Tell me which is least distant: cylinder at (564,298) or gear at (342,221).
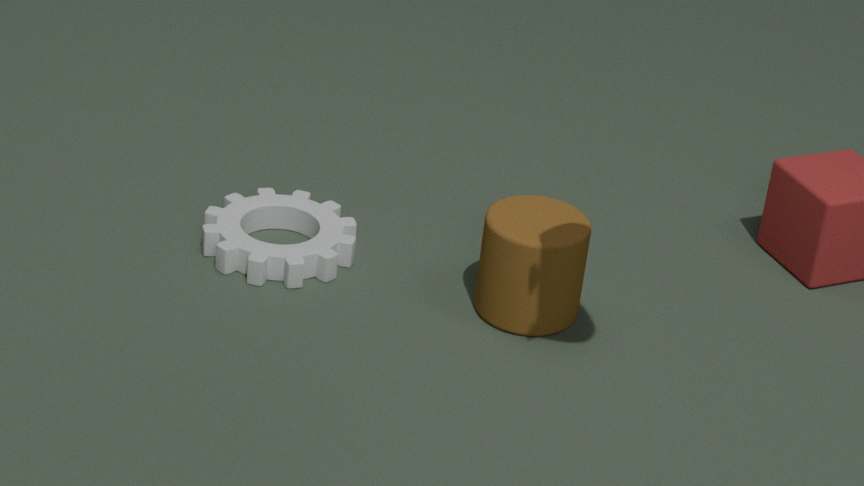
cylinder at (564,298)
